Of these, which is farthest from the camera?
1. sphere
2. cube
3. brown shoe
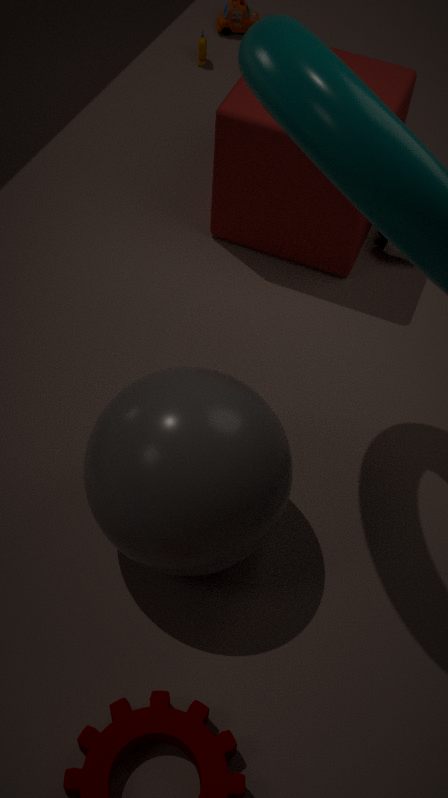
brown shoe
